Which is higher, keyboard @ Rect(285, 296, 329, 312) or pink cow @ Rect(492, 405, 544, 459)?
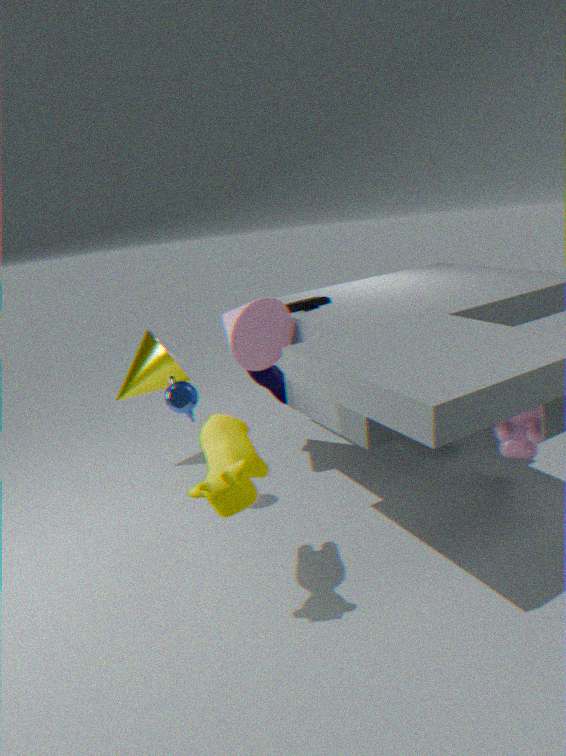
keyboard @ Rect(285, 296, 329, 312)
